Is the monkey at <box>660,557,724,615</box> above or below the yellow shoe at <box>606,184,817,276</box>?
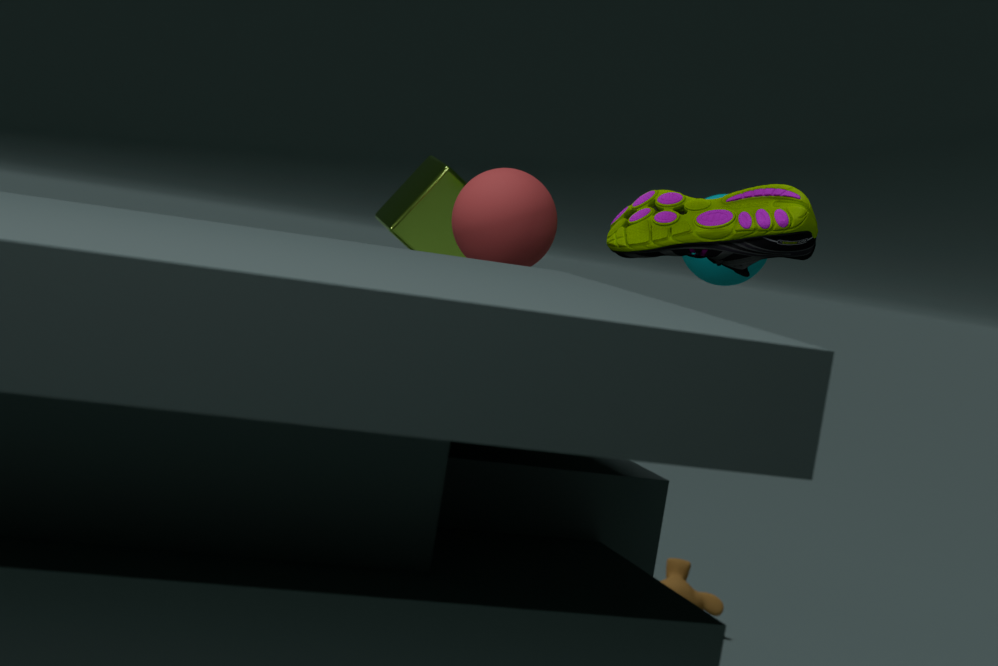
below
